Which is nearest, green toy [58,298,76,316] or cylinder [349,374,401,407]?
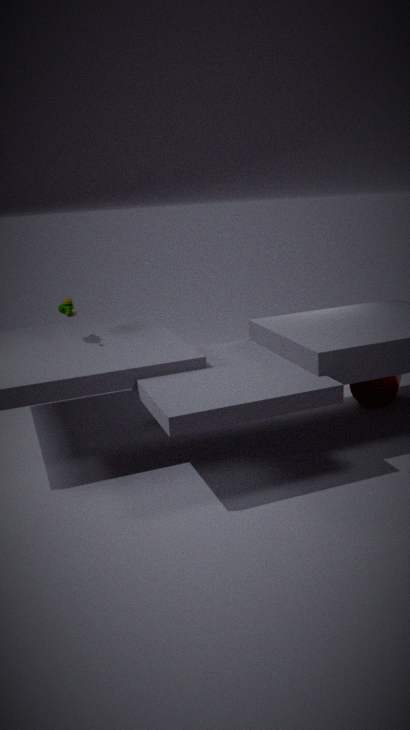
green toy [58,298,76,316]
